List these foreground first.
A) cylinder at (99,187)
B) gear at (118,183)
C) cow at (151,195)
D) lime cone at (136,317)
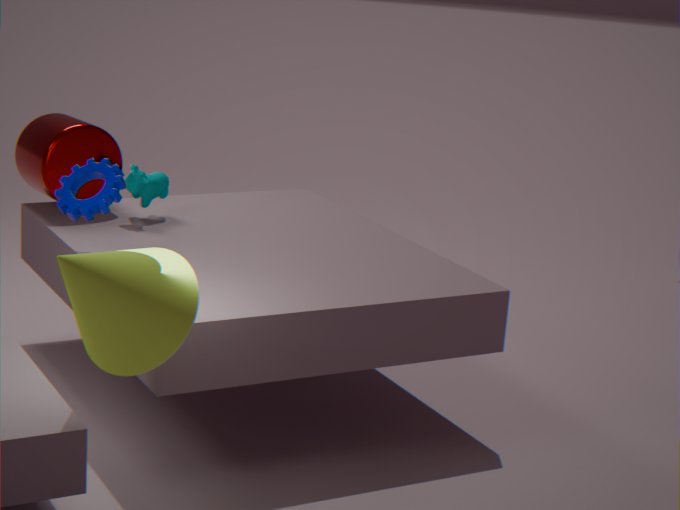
1. lime cone at (136,317)
2. gear at (118,183)
3. cow at (151,195)
4. cylinder at (99,187)
